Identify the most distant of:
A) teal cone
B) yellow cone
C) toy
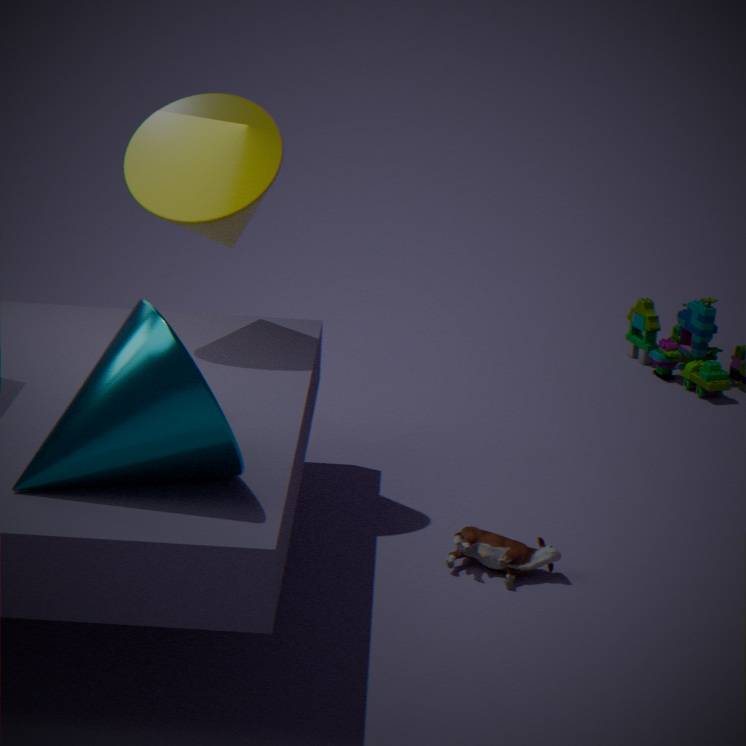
yellow cone
